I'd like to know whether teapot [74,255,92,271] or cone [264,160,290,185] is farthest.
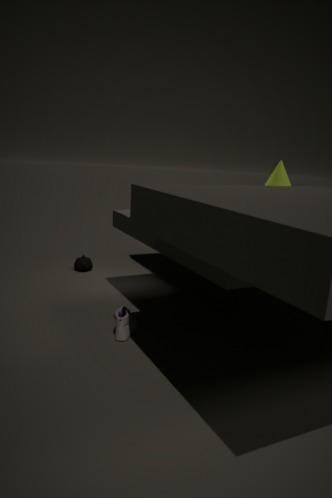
teapot [74,255,92,271]
